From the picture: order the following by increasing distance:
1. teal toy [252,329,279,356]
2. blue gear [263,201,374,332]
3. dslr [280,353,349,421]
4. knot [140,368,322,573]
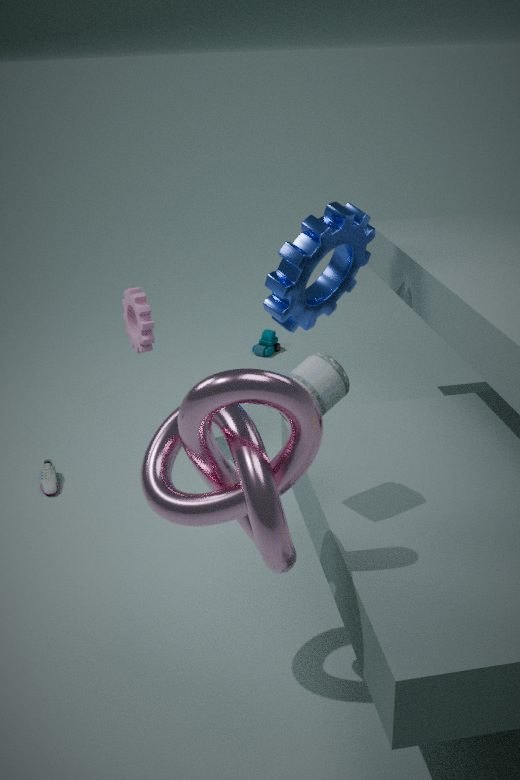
knot [140,368,322,573]
dslr [280,353,349,421]
blue gear [263,201,374,332]
teal toy [252,329,279,356]
